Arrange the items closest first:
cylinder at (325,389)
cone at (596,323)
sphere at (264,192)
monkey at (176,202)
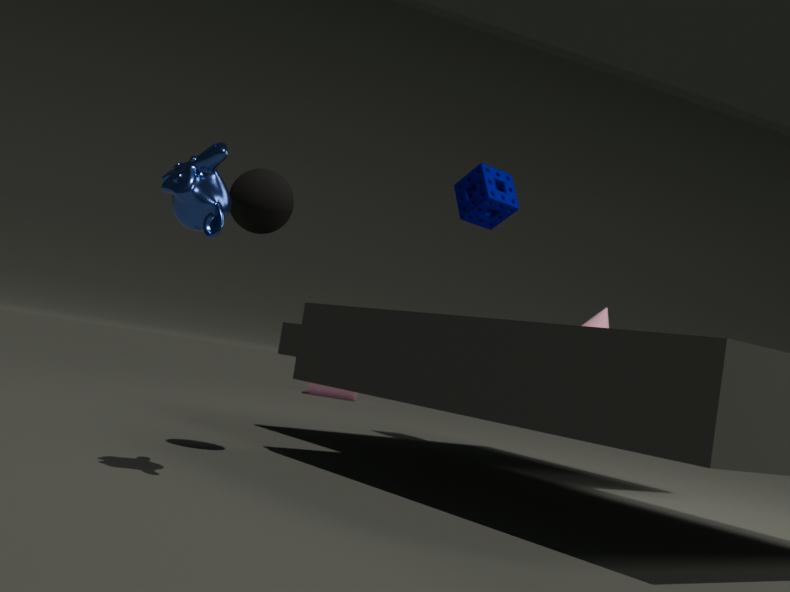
monkey at (176,202), sphere at (264,192), cone at (596,323), cylinder at (325,389)
